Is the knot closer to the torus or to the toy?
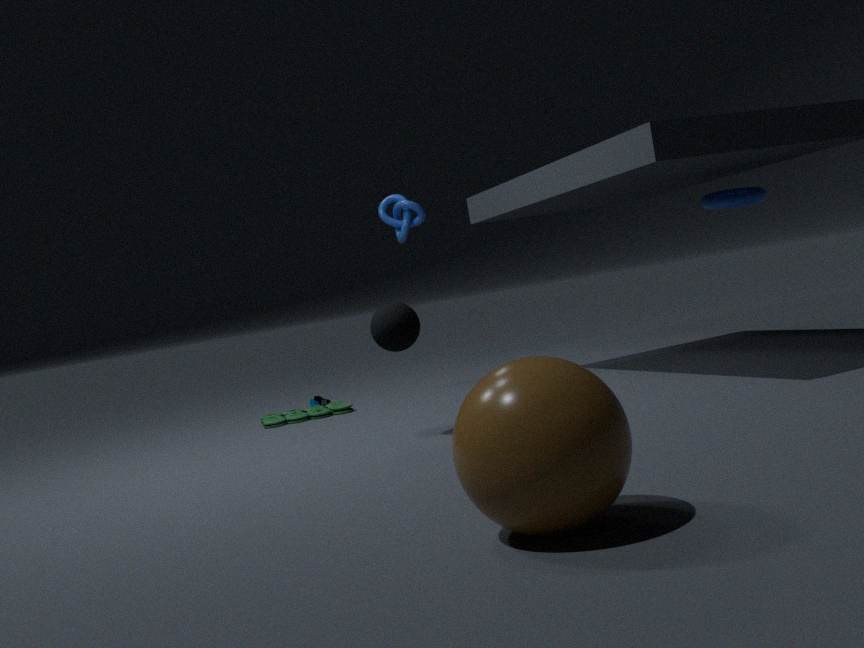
the toy
